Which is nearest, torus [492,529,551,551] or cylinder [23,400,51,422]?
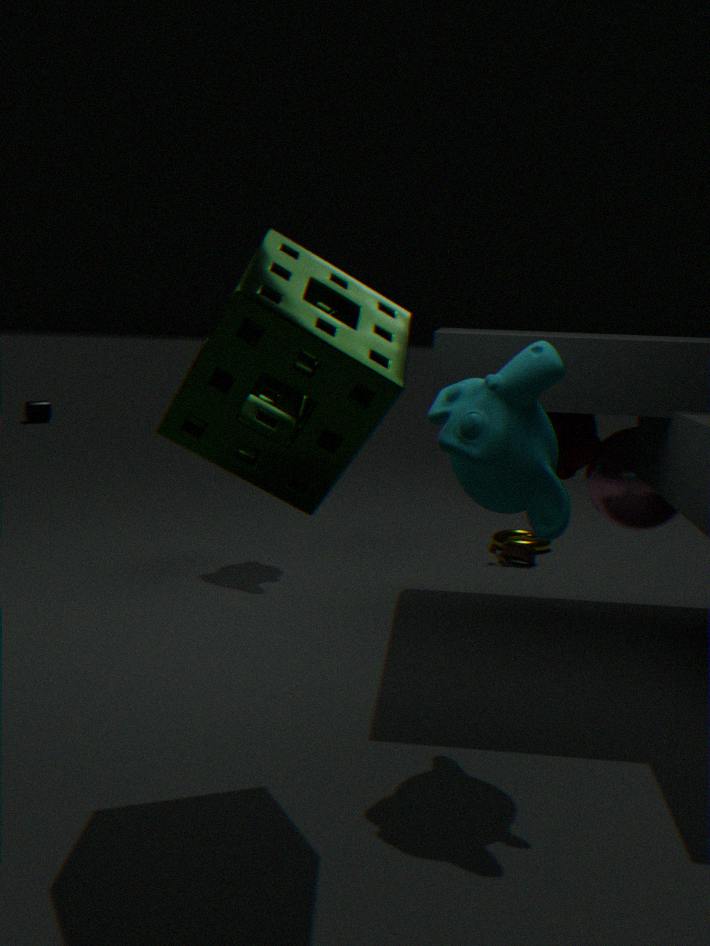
torus [492,529,551,551]
